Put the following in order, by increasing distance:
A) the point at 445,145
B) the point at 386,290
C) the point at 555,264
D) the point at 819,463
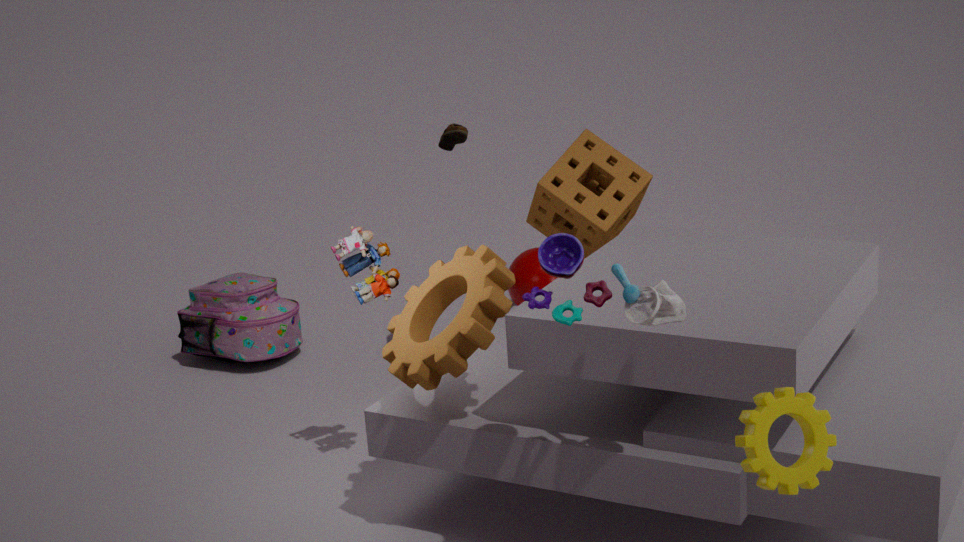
the point at 819,463
the point at 555,264
the point at 386,290
the point at 445,145
